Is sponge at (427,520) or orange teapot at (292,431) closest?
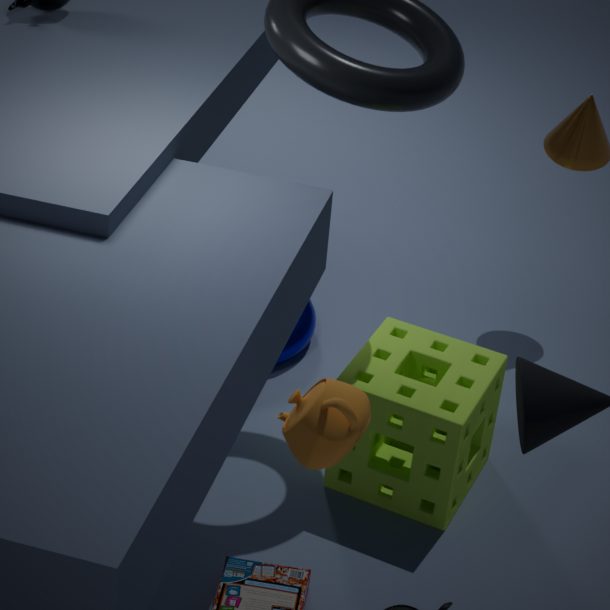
orange teapot at (292,431)
